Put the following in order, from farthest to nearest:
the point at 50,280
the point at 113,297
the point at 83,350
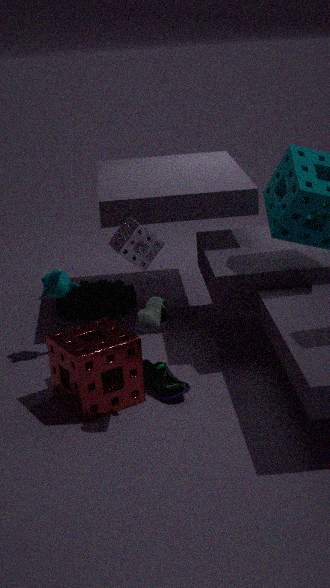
1. the point at 113,297
2. the point at 50,280
3. the point at 83,350
